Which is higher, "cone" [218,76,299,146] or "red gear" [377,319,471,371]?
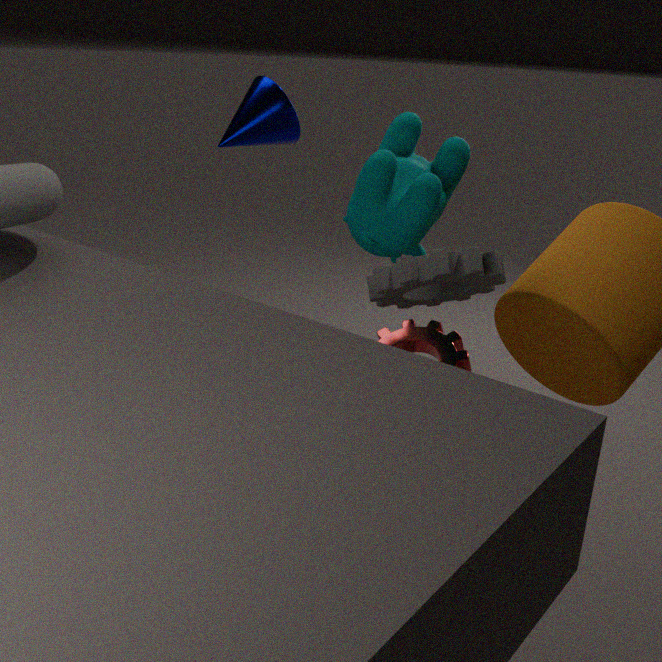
"cone" [218,76,299,146]
